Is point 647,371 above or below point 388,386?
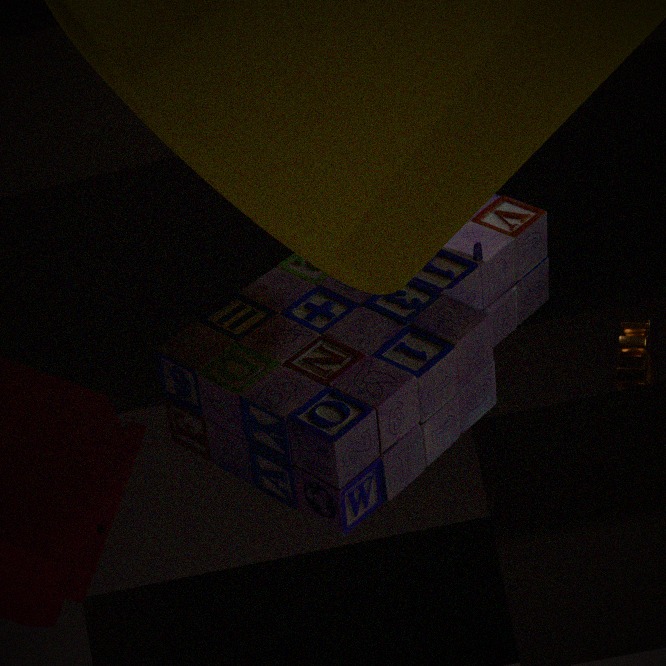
above
